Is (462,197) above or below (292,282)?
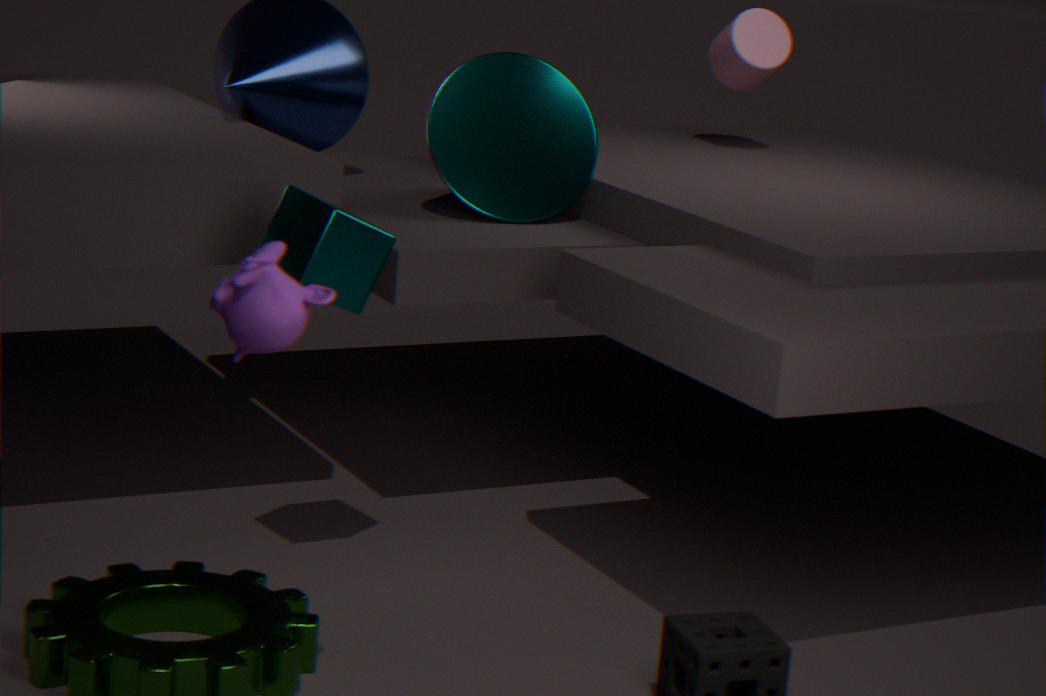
above
